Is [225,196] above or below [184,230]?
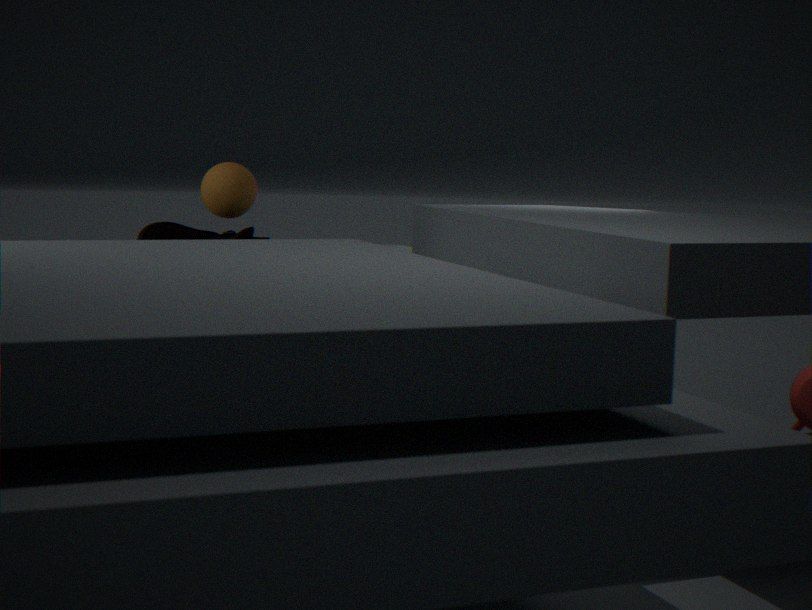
above
